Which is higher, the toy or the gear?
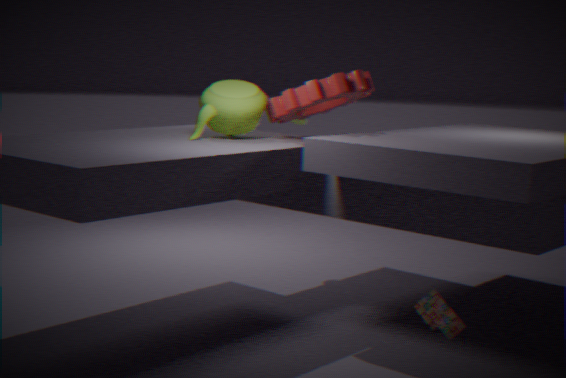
the gear
